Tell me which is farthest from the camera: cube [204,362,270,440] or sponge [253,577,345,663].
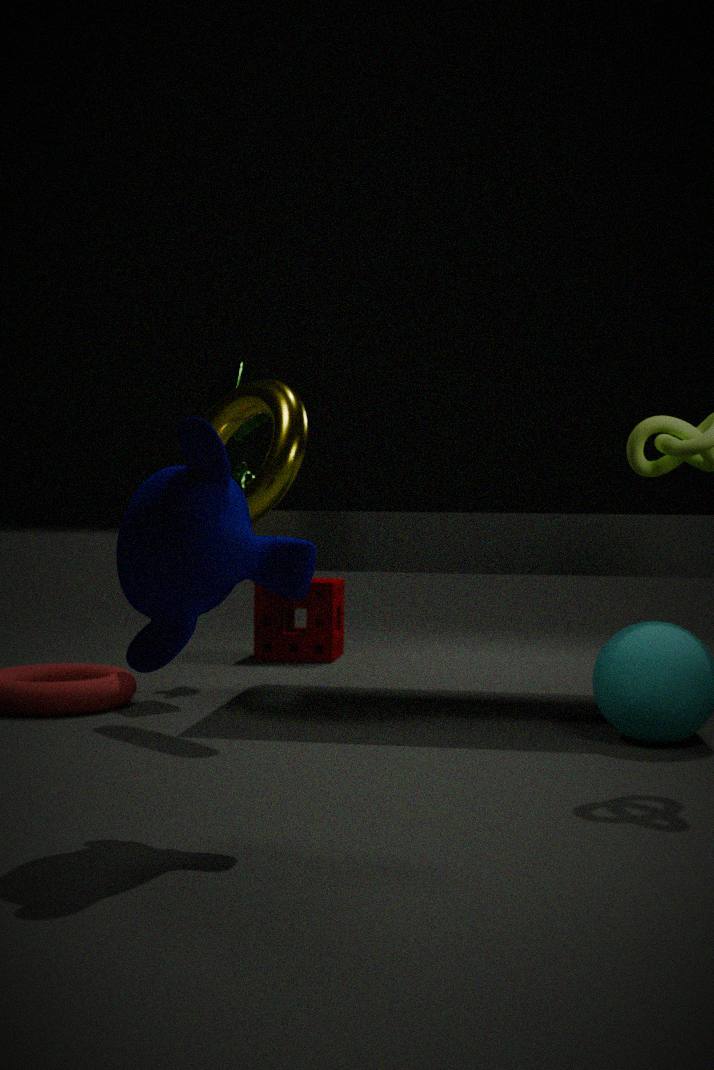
sponge [253,577,345,663]
